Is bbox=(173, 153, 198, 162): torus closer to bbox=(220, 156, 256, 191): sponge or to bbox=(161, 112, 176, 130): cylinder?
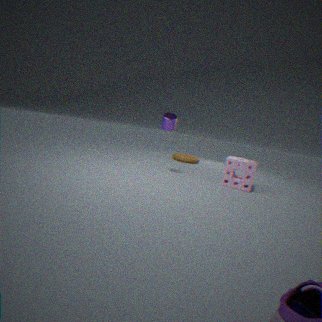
bbox=(220, 156, 256, 191): sponge
